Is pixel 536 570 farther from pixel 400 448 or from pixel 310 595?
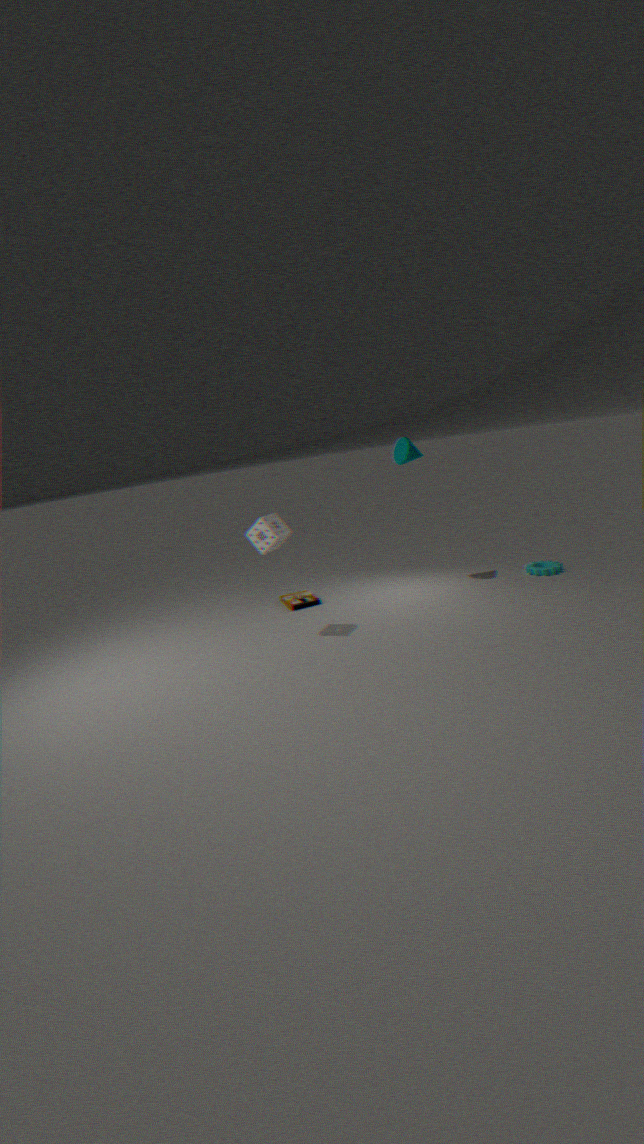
pixel 310 595
